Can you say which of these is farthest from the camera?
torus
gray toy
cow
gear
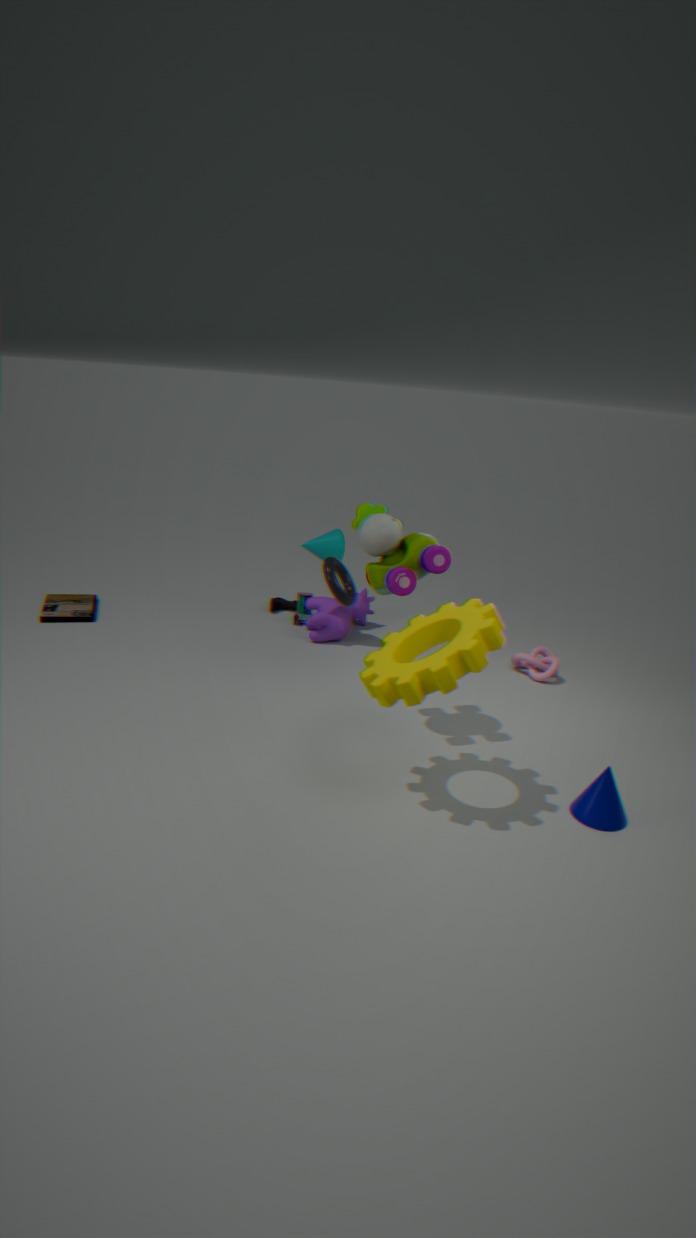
cow
